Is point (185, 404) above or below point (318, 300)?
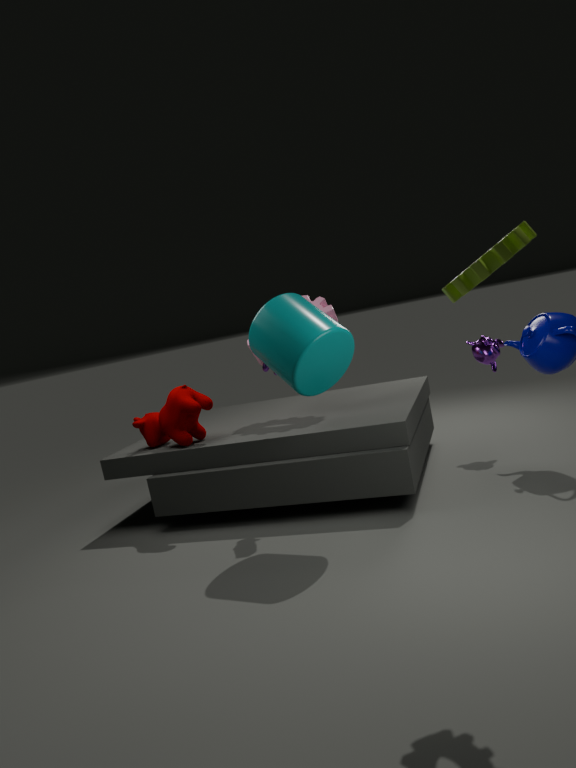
below
